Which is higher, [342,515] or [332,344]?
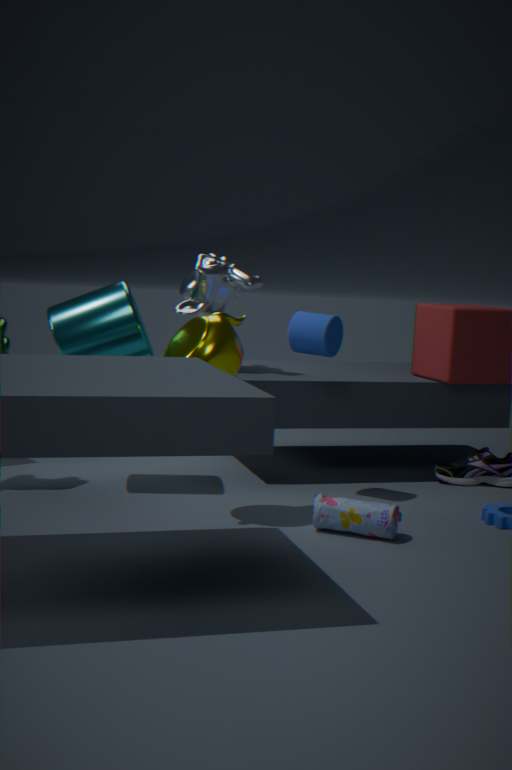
[332,344]
